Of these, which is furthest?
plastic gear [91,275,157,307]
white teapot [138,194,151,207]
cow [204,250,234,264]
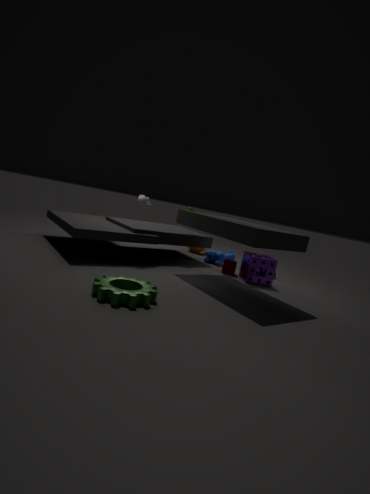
cow [204,250,234,264]
